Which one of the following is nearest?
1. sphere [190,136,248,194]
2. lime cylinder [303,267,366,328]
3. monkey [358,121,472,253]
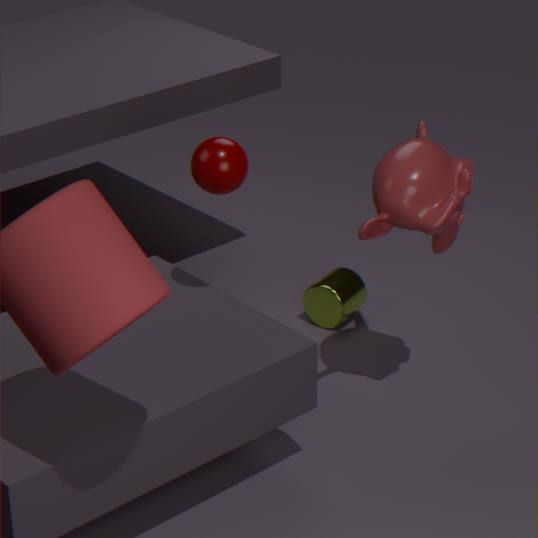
sphere [190,136,248,194]
